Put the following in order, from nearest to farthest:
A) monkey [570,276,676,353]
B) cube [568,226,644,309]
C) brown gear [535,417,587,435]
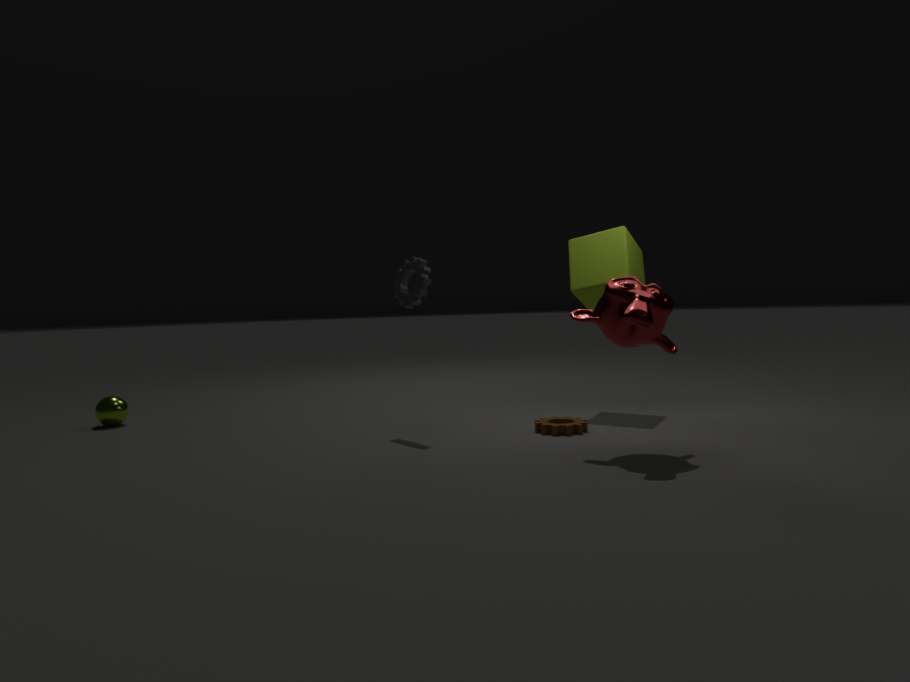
monkey [570,276,676,353]
brown gear [535,417,587,435]
cube [568,226,644,309]
